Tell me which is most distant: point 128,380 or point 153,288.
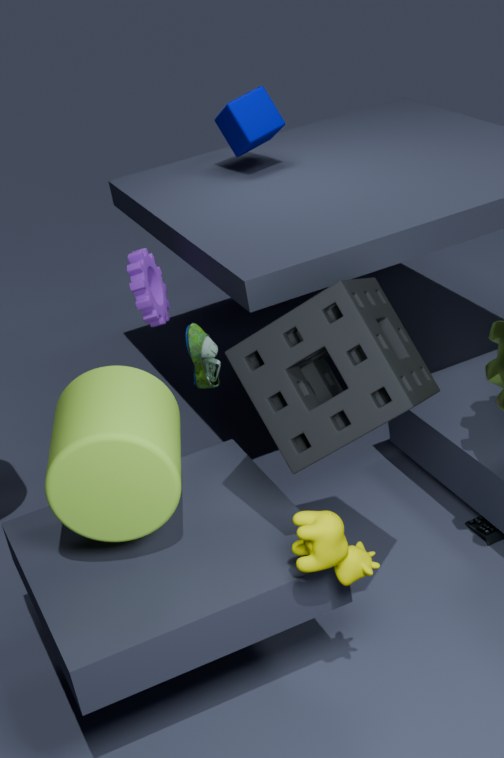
point 153,288
